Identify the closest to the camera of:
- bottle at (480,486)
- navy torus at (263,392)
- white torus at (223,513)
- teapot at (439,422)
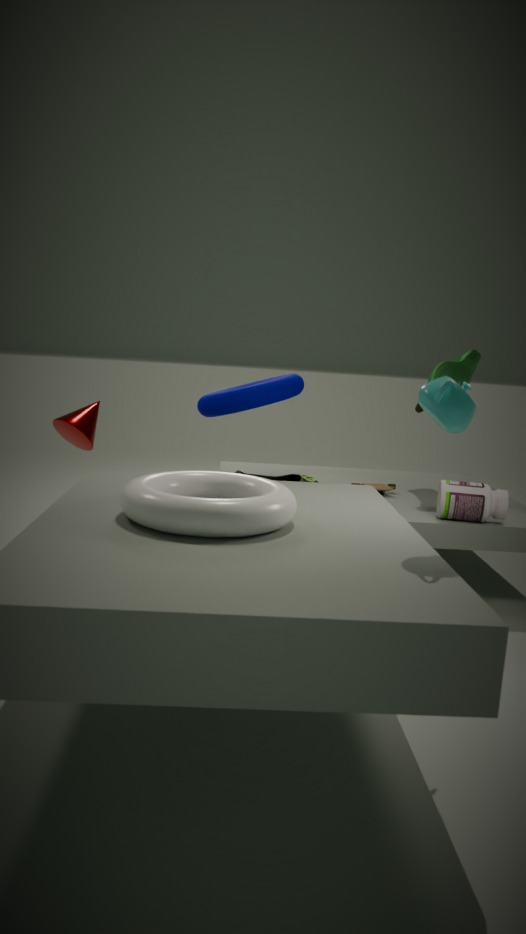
teapot at (439,422)
